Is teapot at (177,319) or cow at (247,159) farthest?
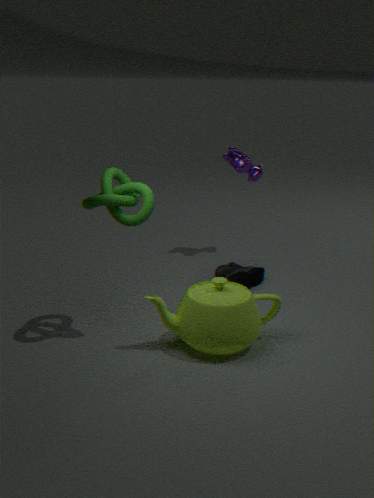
cow at (247,159)
